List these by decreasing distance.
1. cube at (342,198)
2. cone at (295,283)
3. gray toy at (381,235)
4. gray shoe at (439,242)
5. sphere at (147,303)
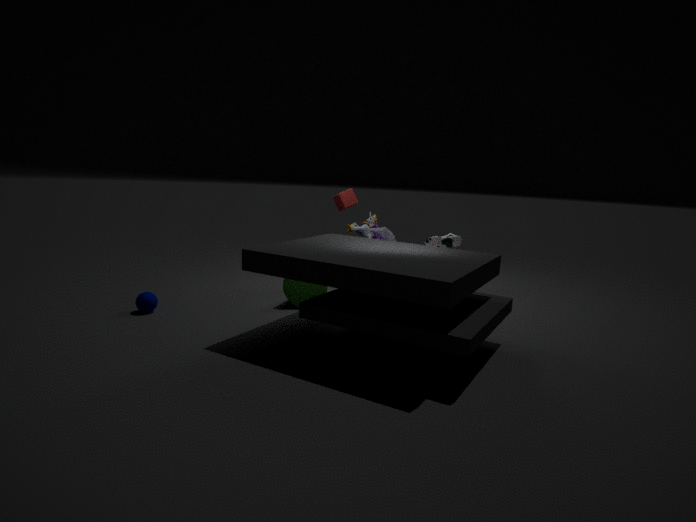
cube at (342,198) < gray shoe at (439,242) < gray toy at (381,235) < cone at (295,283) < sphere at (147,303)
